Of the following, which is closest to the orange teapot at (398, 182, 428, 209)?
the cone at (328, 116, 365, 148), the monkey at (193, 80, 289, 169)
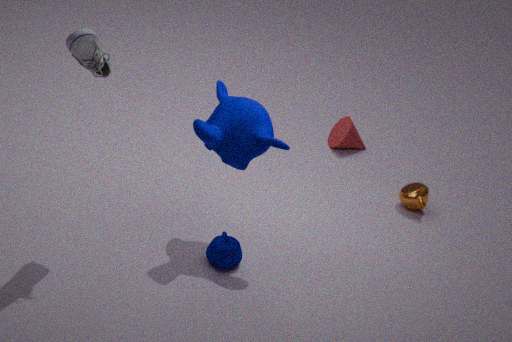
the cone at (328, 116, 365, 148)
